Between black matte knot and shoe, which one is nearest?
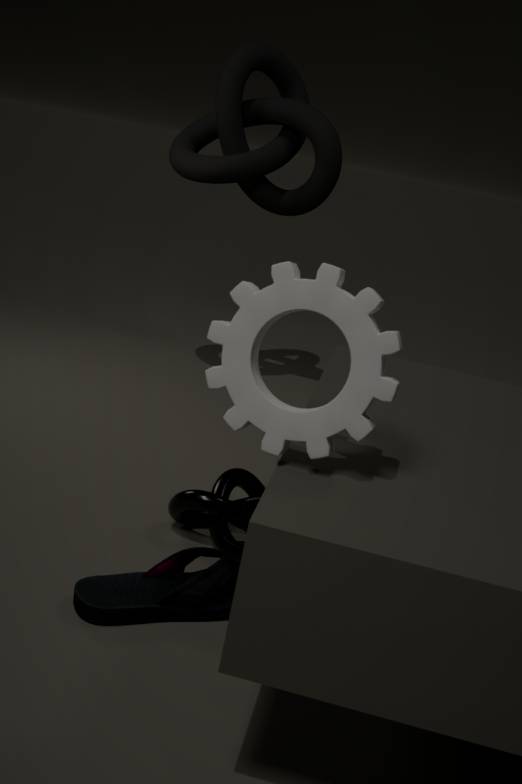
shoe
